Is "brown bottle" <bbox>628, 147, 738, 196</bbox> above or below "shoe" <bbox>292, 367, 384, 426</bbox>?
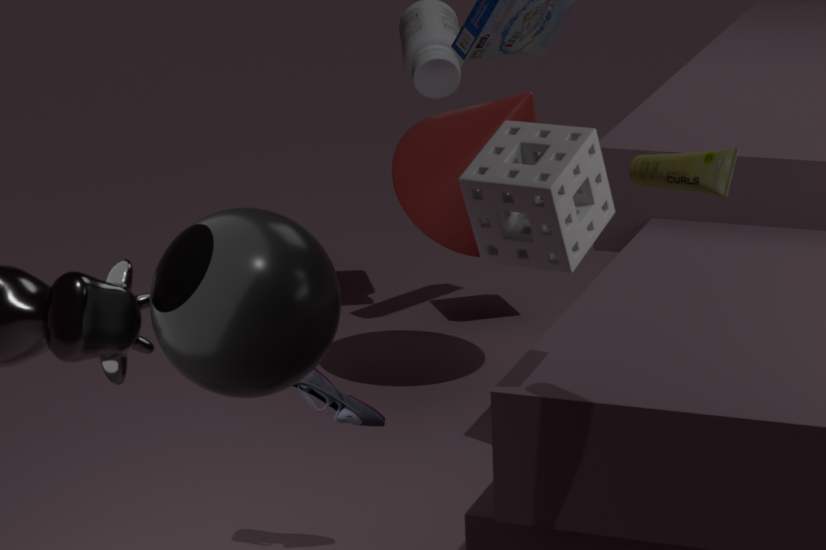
above
